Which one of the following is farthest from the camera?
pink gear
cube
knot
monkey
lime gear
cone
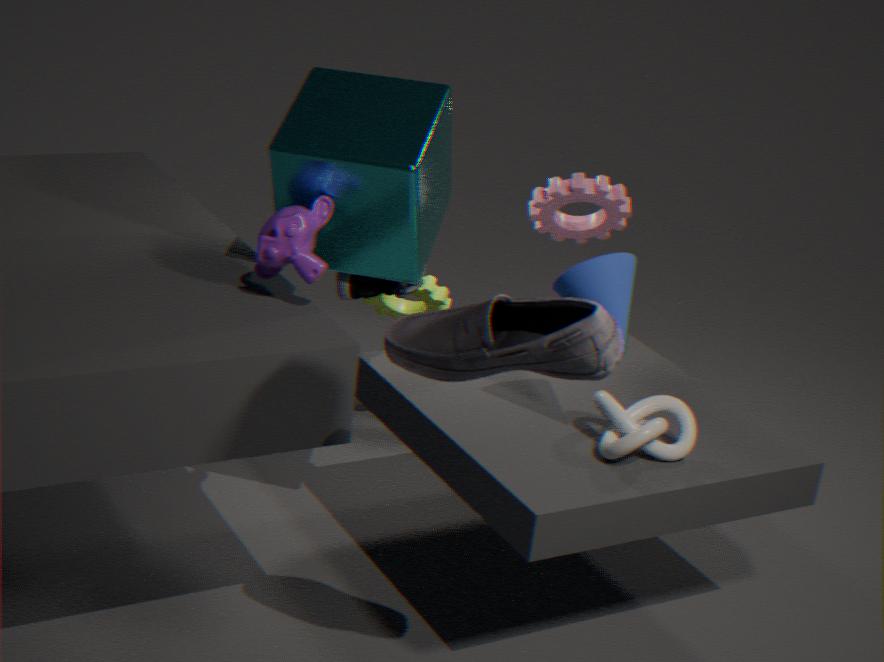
lime gear
